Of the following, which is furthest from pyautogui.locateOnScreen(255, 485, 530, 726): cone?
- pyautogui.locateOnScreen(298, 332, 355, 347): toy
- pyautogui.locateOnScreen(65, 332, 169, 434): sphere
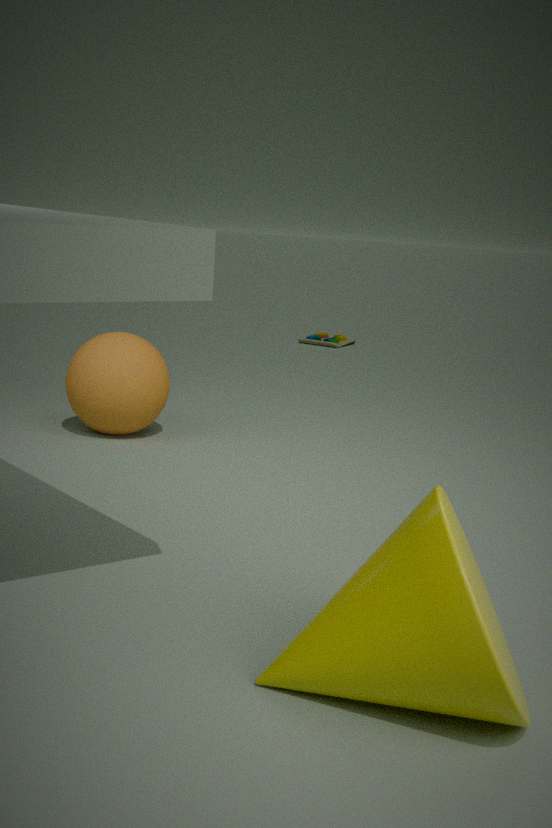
pyautogui.locateOnScreen(298, 332, 355, 347): toy
